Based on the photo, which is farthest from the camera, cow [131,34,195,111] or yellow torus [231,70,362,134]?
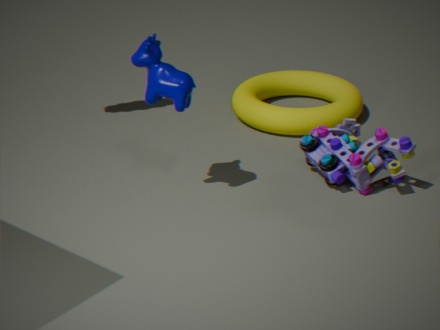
yellow torus [231,70,362,134]
